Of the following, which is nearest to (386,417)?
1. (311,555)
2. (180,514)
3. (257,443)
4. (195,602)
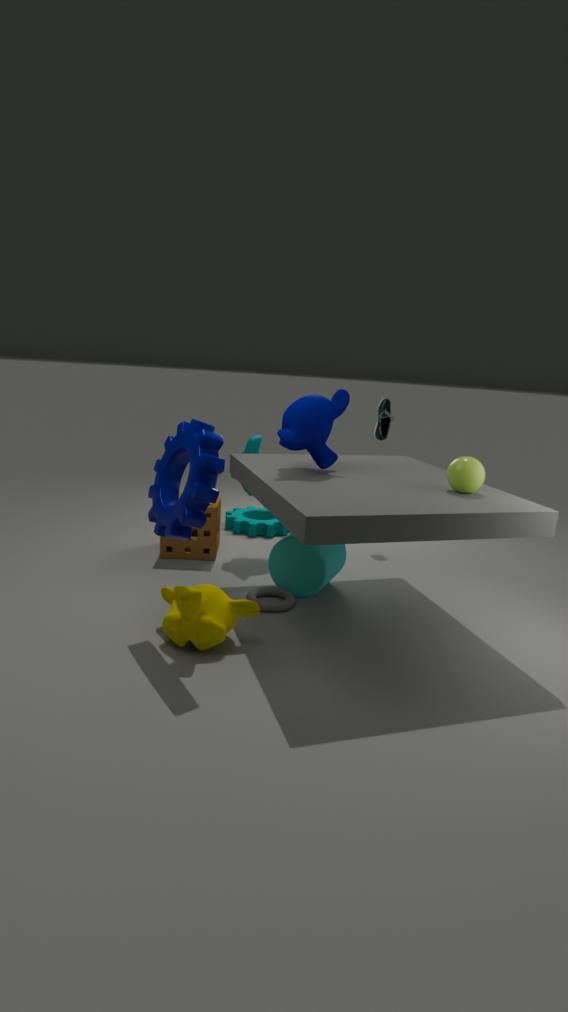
(257,443)
